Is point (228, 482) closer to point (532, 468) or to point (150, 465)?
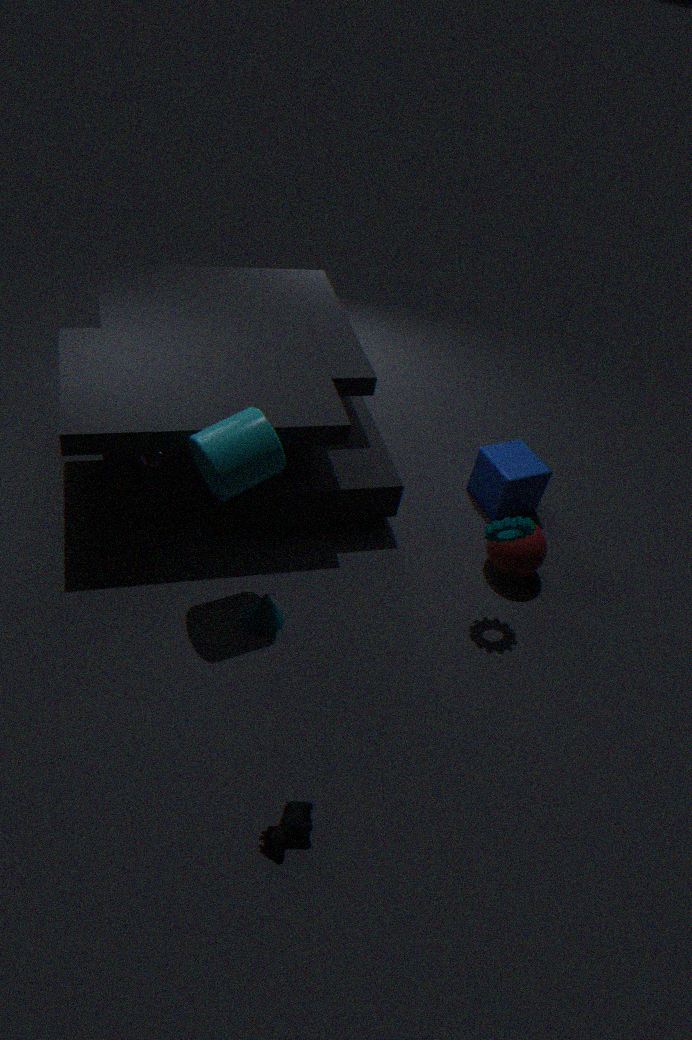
point (150, 465)
